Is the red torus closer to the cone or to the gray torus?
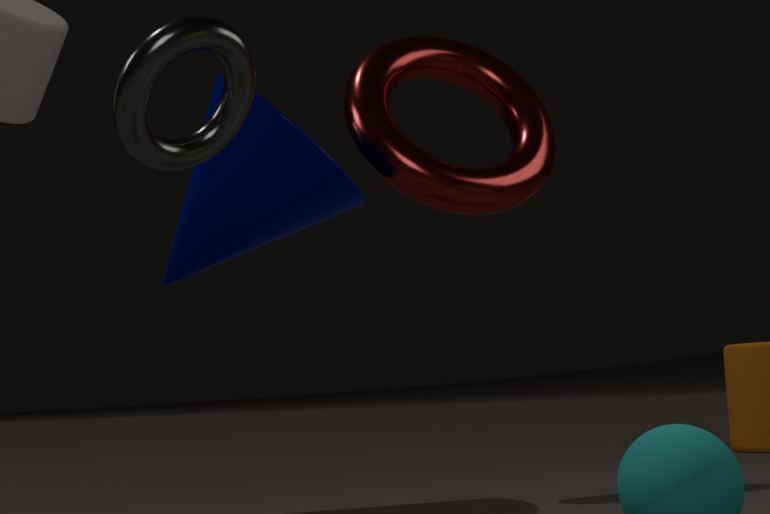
the cone
